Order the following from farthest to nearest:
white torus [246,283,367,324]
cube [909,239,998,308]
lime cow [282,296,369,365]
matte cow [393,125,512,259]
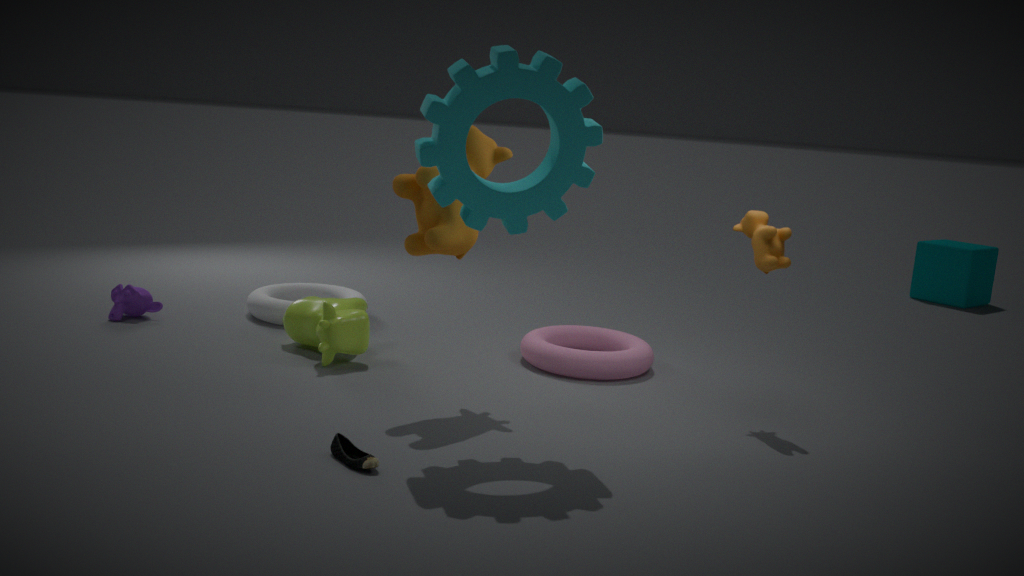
cube [909,239,998,308] < white torus [246,283,367,324] < lime cow [282,296,369,365] < matte cow [393,125,512,259]
